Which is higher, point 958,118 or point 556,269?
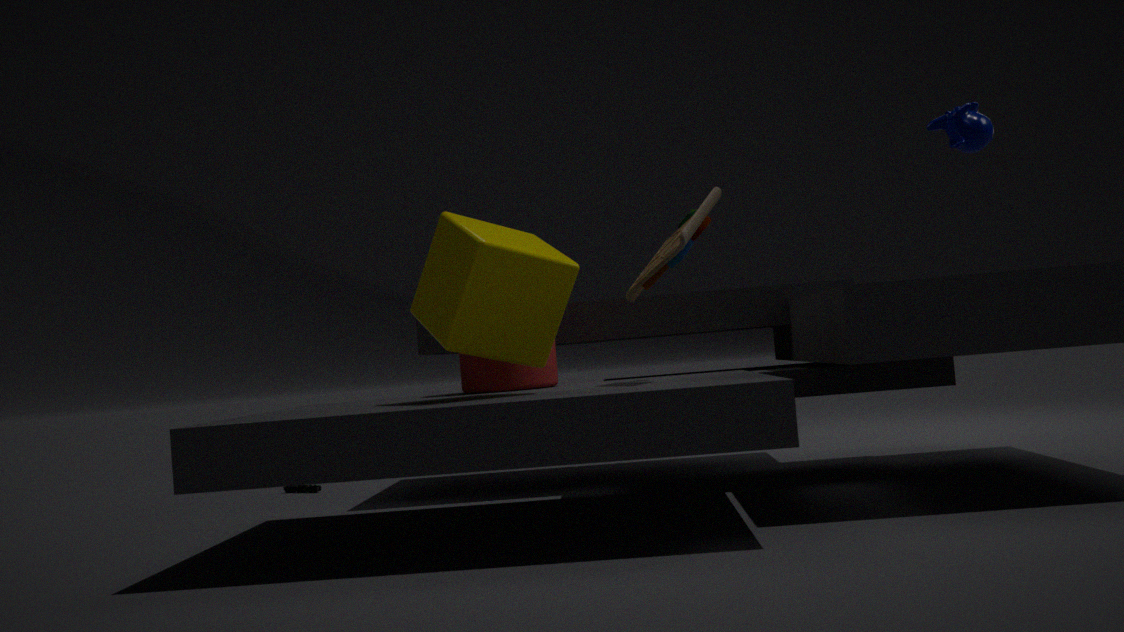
point 958,118
